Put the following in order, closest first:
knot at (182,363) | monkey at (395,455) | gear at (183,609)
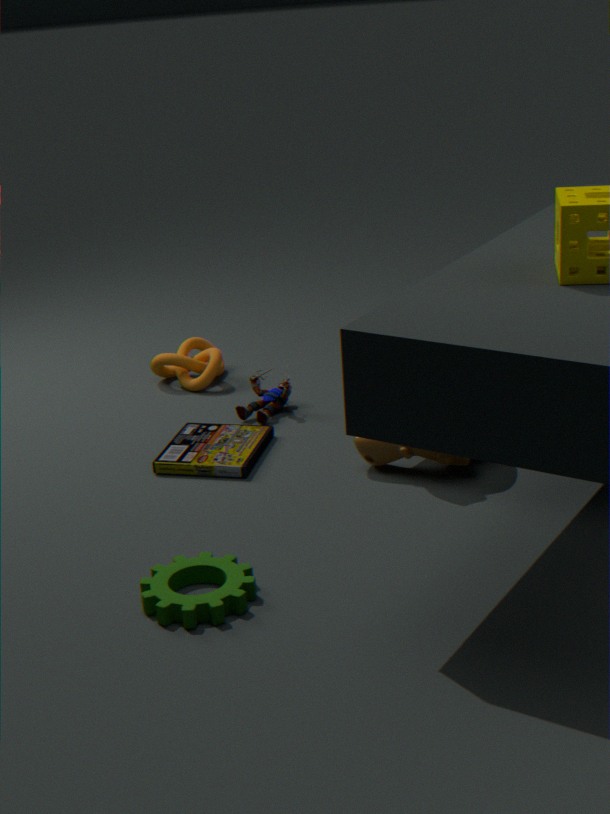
gear at (183,609) < monkey at (395,455) < knot at (182,363)
